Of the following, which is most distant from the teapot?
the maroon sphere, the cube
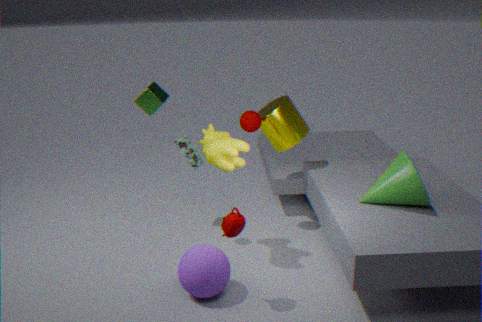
the cube
